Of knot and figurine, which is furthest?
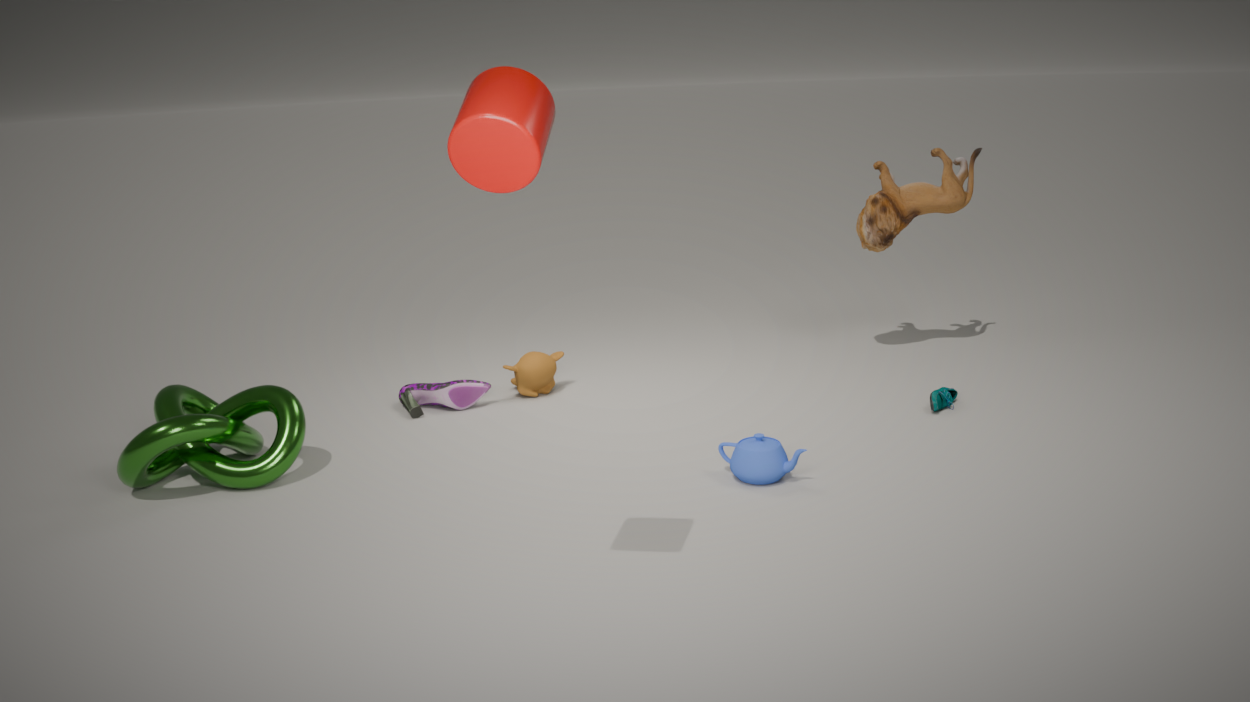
figurine
